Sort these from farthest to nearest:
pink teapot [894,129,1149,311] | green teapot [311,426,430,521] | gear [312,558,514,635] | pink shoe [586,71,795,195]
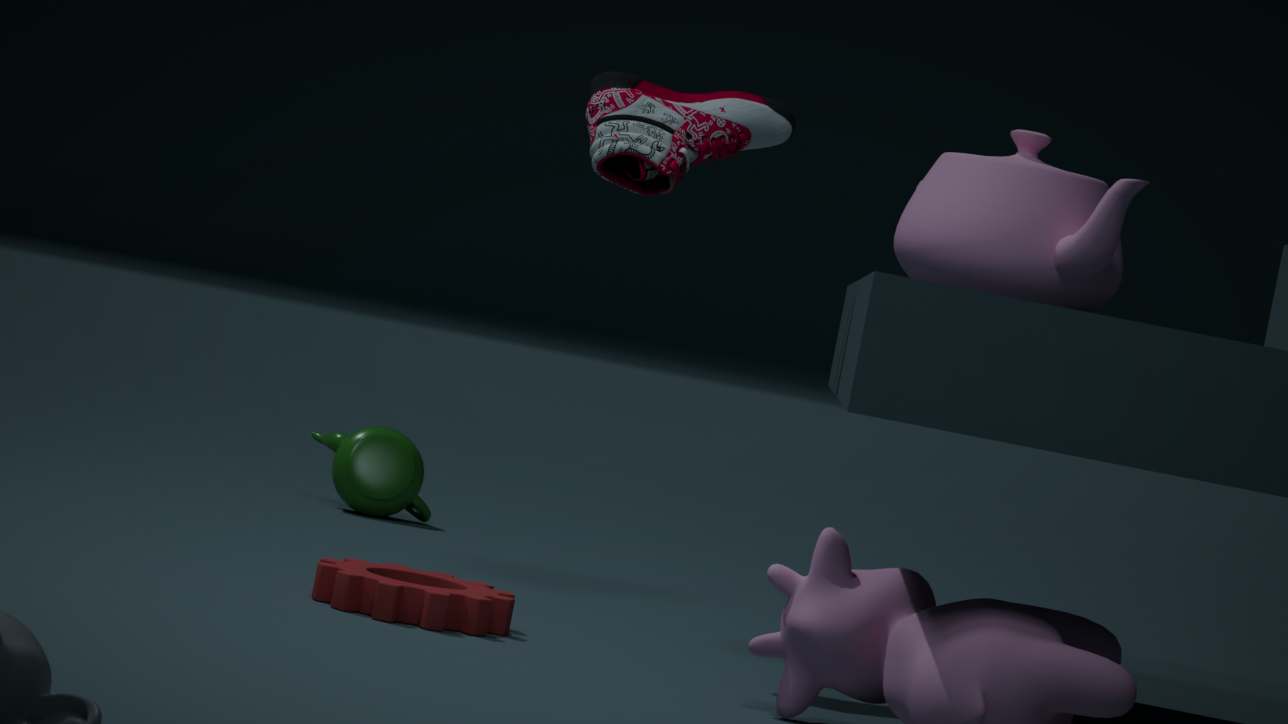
green teapot [311,426,430,521] < pink teapot [894,129,1149,311] < pink shoe [586,71,795,195] < gear [312,558,514,635]
